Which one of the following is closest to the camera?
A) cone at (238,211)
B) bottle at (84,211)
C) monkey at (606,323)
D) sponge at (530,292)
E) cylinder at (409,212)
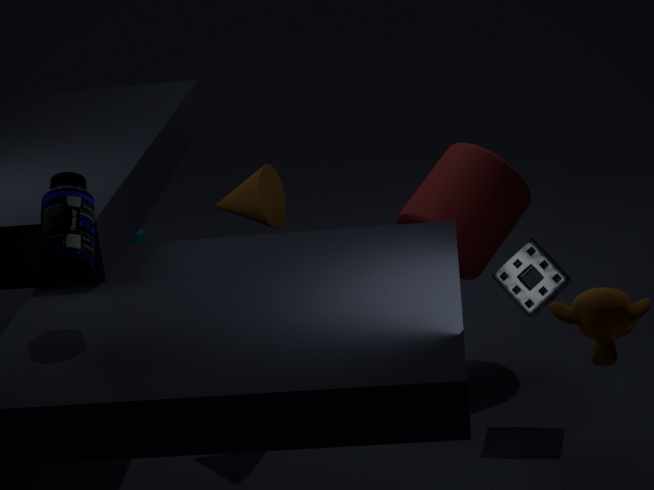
monkey at (606,323)
